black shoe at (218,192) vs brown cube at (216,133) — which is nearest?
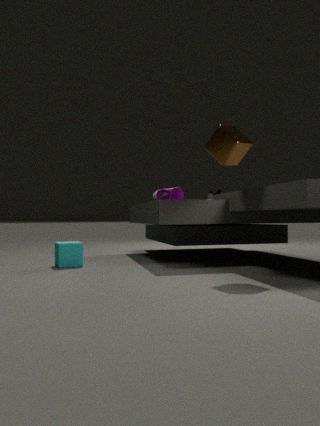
brown cube at (216,133)
